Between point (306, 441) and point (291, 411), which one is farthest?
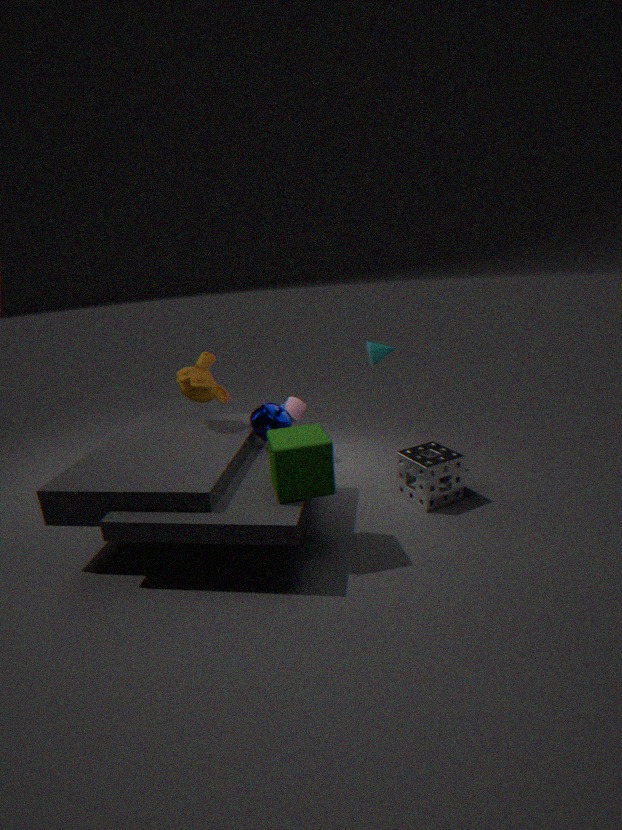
point (291, 411)
